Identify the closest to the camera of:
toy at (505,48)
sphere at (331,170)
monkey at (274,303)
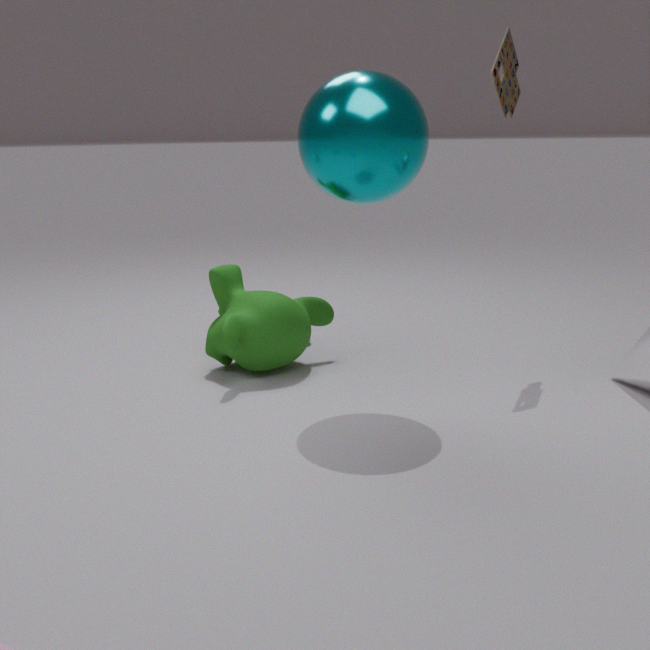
sphere at (331,170)
